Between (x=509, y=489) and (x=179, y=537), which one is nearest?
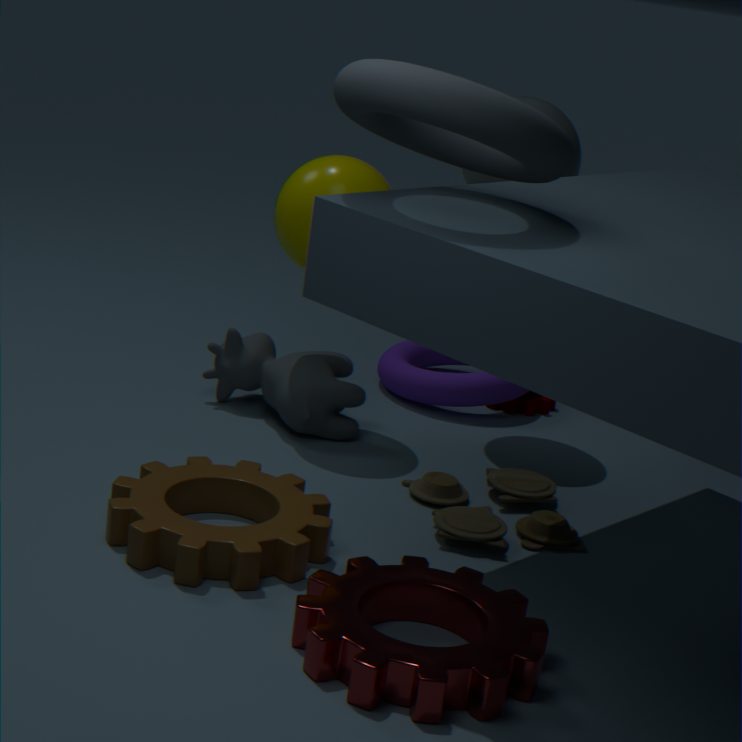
(x=179, y=537)
